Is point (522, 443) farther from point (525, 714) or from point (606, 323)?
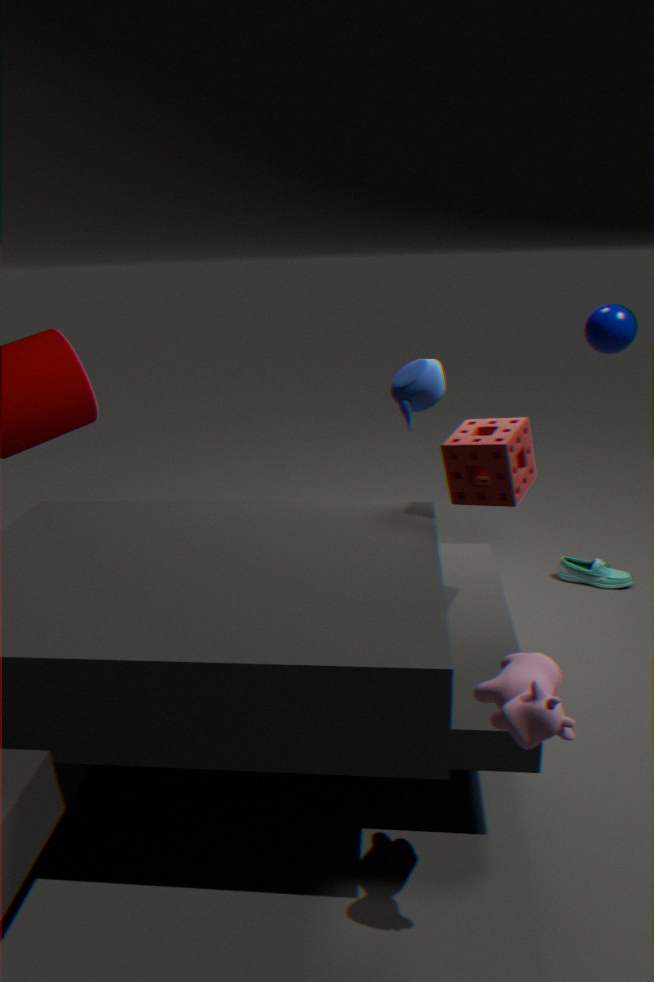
point (606, 323)
